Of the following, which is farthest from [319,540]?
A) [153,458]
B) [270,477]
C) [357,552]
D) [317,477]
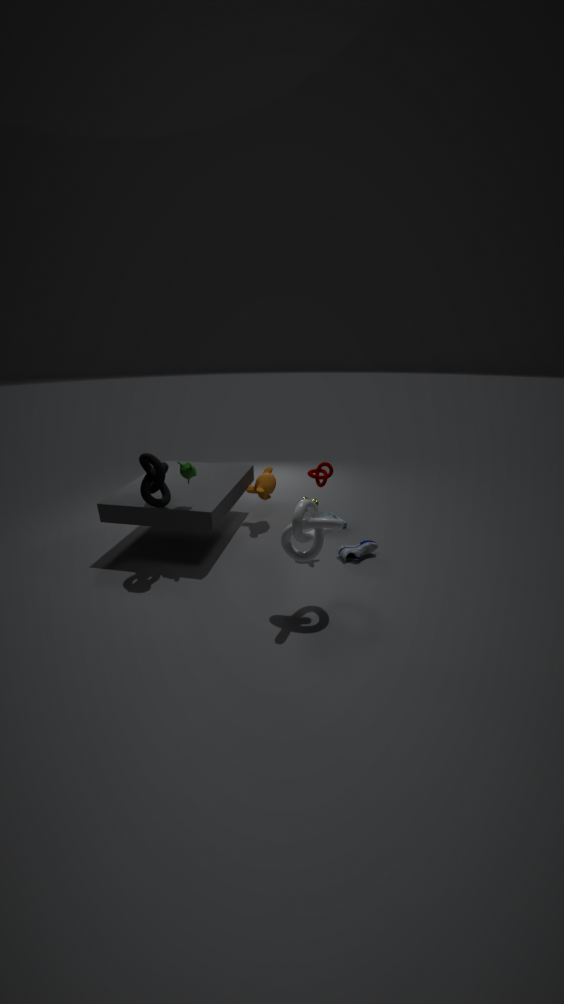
[270,477]
